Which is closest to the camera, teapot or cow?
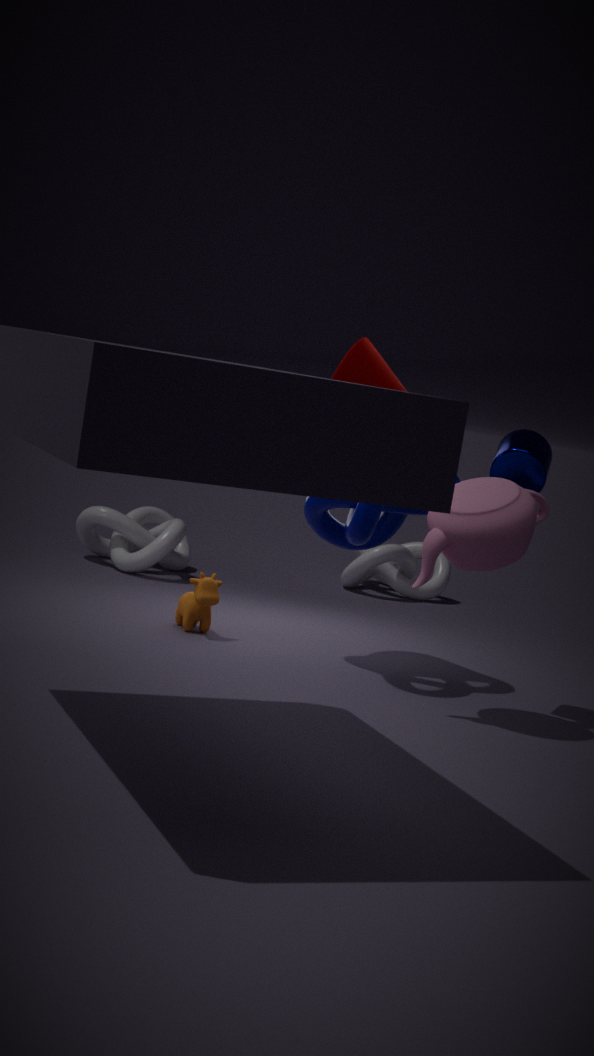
teapot
